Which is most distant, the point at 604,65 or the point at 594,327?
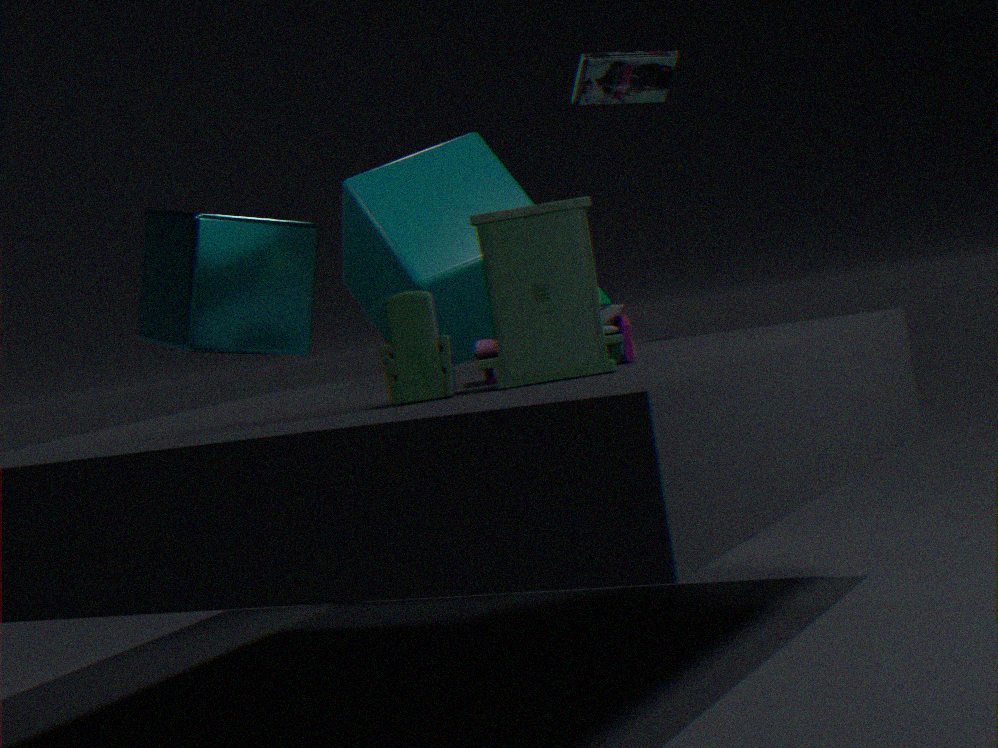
the point at 604,65
